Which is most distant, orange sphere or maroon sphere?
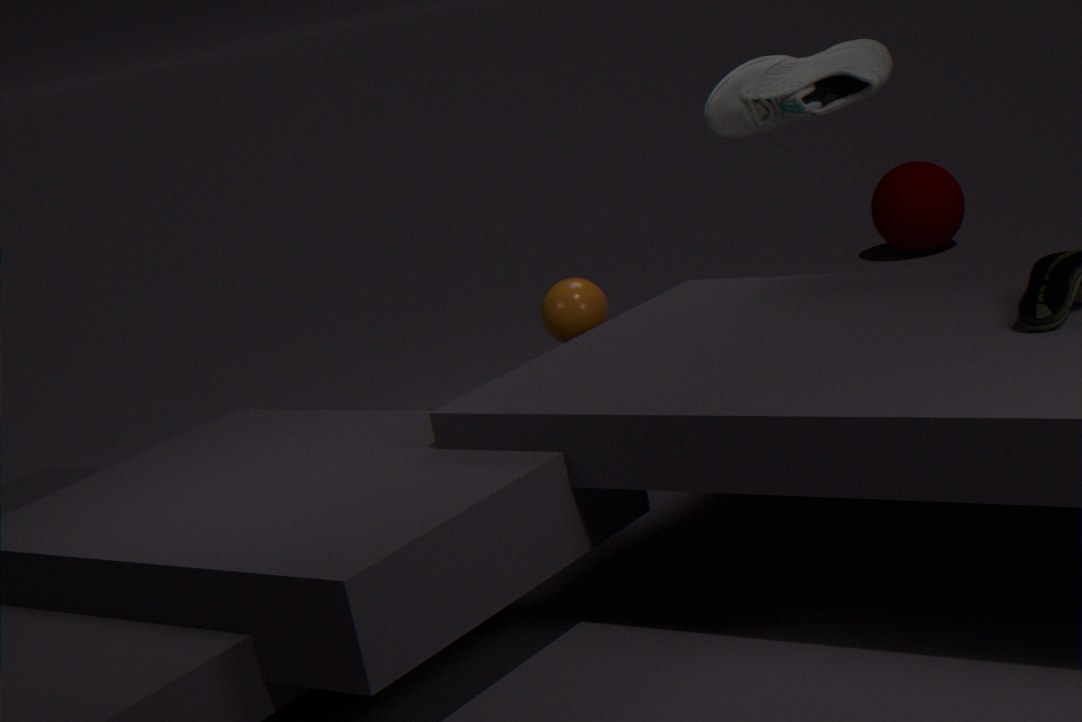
maroon sphere
